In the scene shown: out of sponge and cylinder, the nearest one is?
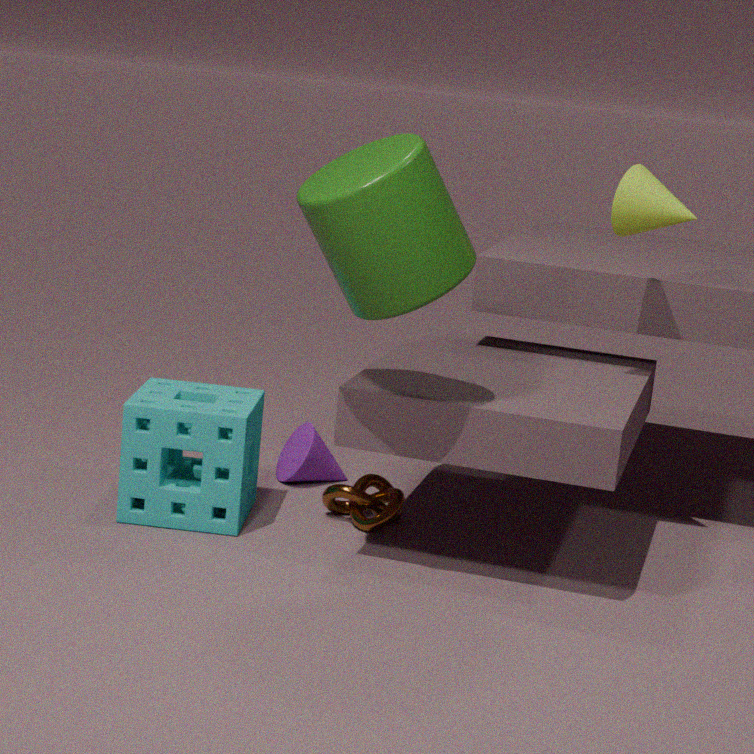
cylinder
